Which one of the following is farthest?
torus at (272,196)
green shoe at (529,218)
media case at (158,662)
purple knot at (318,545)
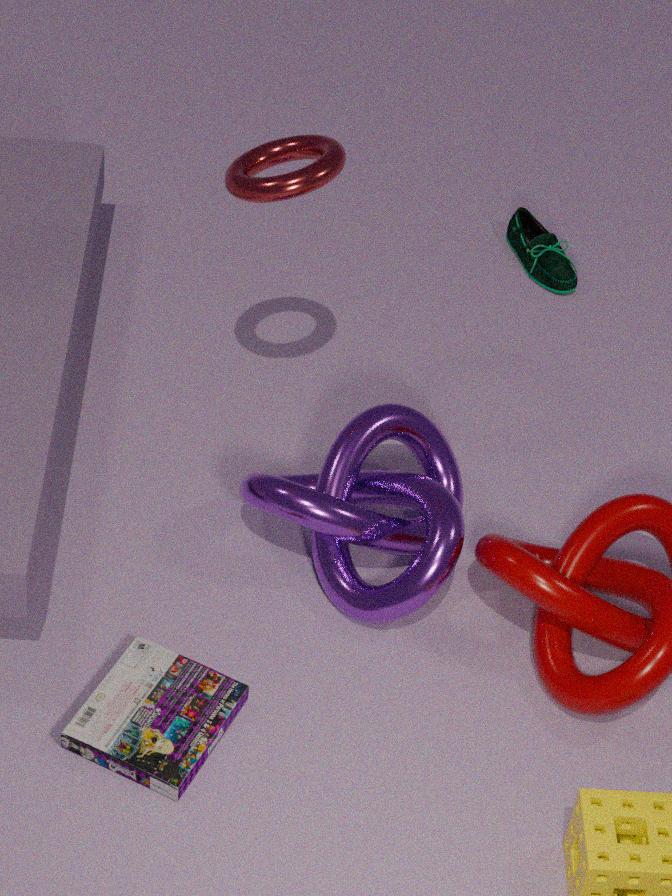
green shoe at (529,218)
